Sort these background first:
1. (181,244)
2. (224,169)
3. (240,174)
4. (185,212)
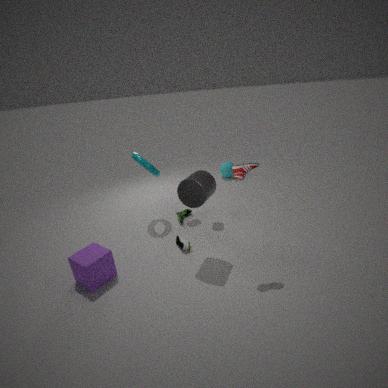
(224,169) → (185,212) → (181,244) → (240,174)
